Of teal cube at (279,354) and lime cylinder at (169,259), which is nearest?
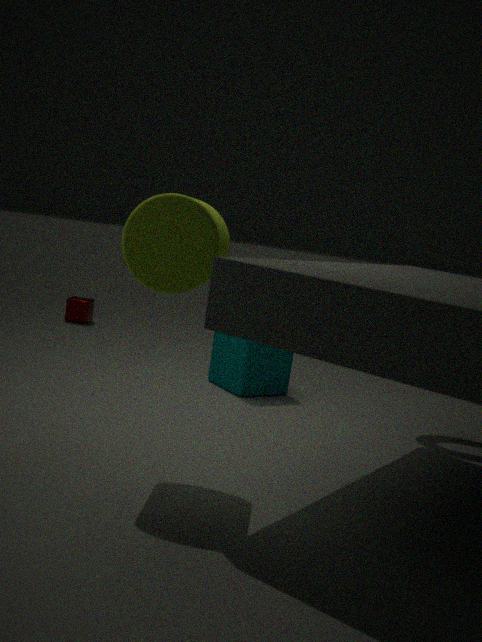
lime cylinder at (169,259)
